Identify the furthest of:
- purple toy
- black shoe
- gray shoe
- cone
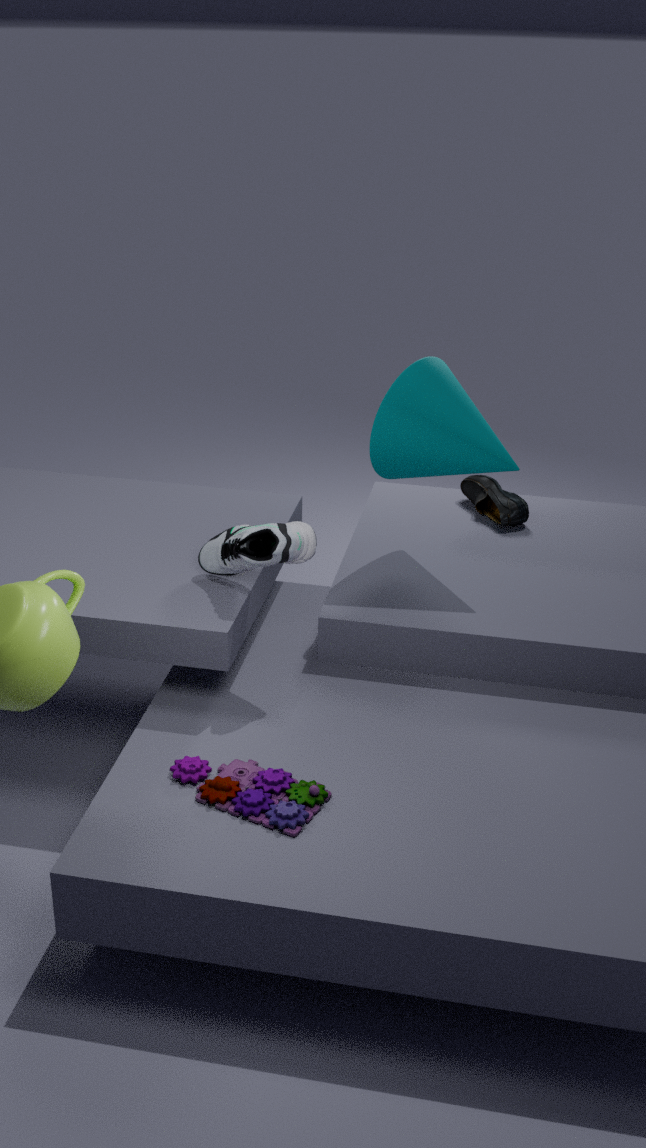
black shoe
